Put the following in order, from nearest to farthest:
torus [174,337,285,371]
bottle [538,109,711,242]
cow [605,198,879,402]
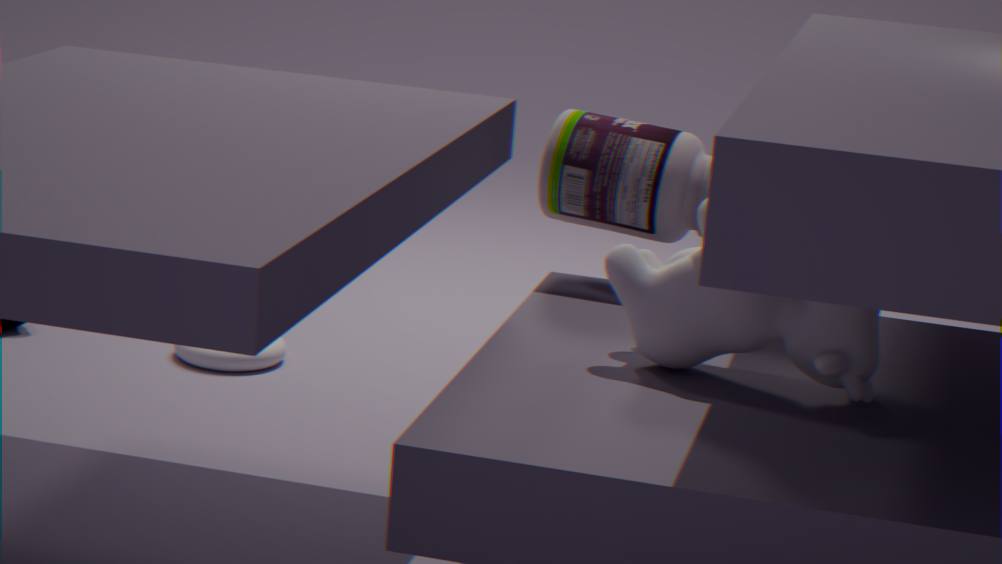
cow [605,198,879,402] < bottle [538,109,711,242] < torus [174,337,285,371]
